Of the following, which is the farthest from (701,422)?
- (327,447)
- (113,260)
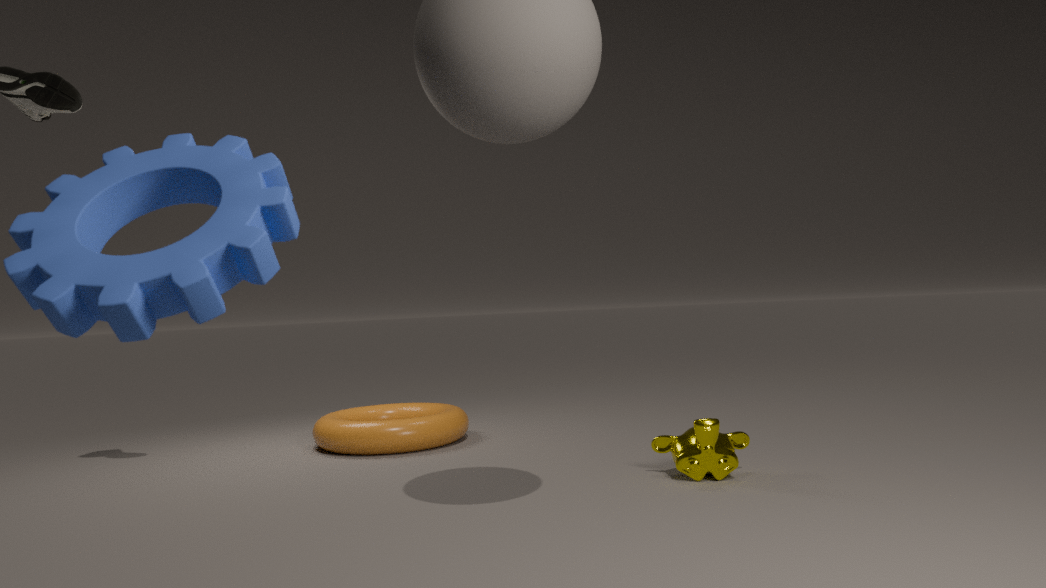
(113,260)
